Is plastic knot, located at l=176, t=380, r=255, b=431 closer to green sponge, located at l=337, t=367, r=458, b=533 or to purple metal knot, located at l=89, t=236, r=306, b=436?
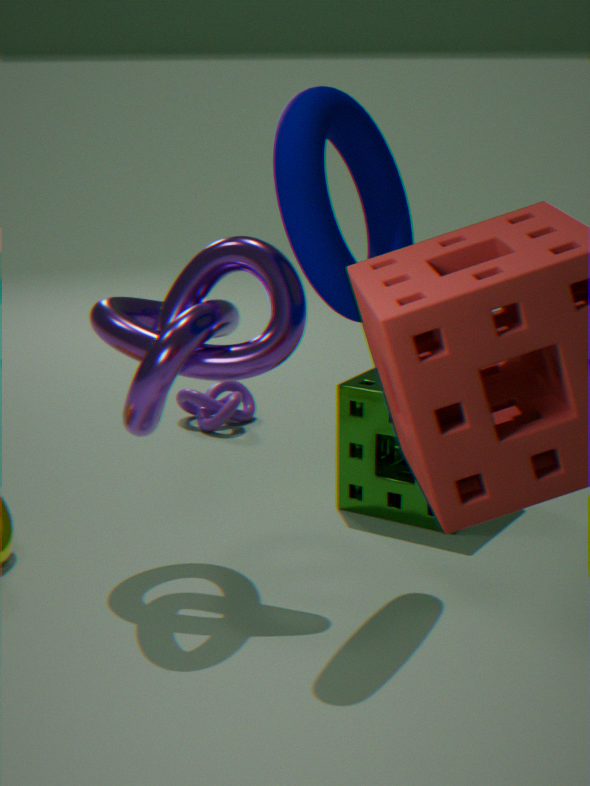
green sponge, located at l=337, t=367, r=458, b=533
